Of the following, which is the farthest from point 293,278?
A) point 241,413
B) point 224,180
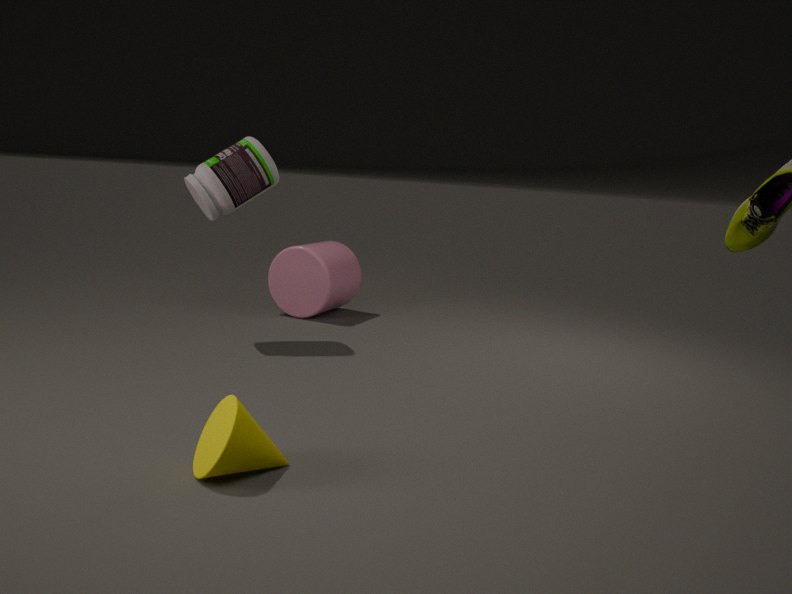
point 241,413
